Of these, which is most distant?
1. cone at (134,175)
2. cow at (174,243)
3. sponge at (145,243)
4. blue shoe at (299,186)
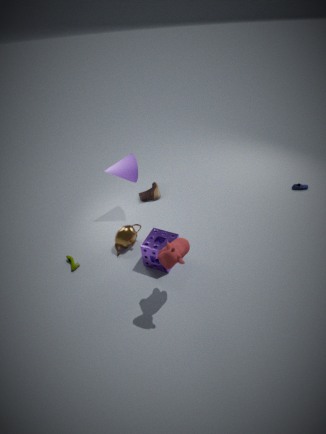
blue shoe at (299,186)
